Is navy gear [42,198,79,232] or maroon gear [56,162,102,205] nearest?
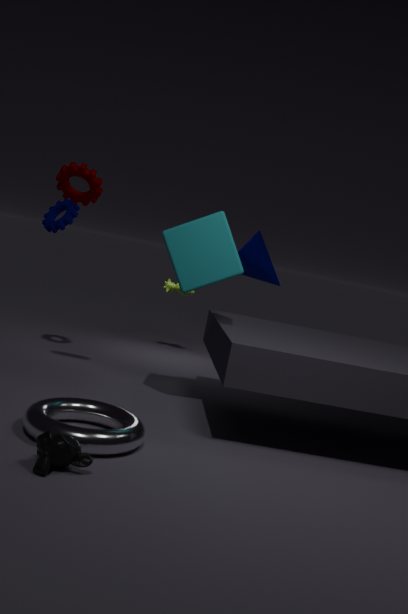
maroon gear [56,162,102,205]
